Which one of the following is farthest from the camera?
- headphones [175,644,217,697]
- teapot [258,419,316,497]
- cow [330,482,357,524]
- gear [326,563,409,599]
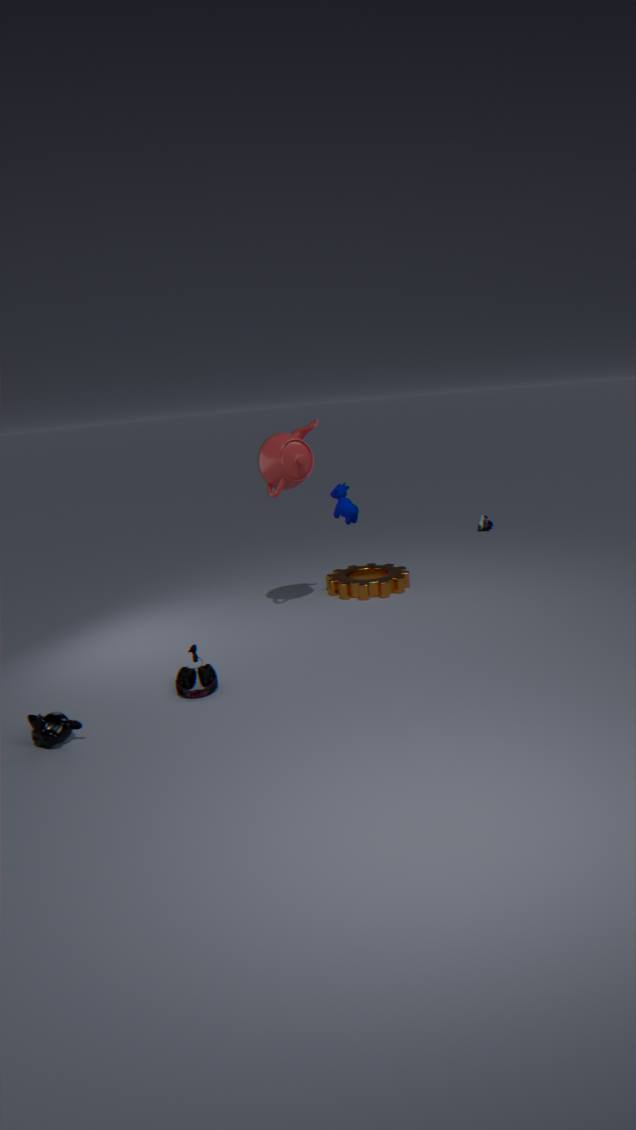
gear [326,563,409,599]
